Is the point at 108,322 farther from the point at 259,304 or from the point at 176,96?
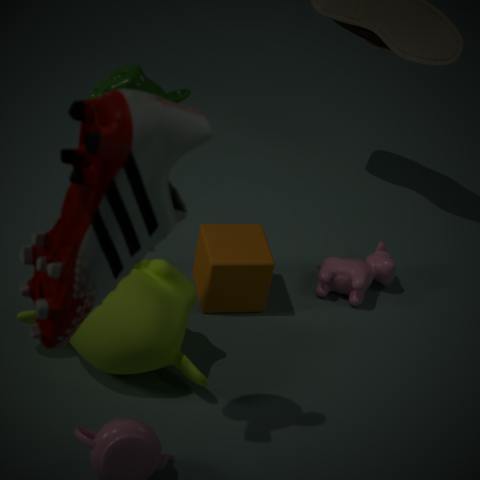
the point at 176,96
